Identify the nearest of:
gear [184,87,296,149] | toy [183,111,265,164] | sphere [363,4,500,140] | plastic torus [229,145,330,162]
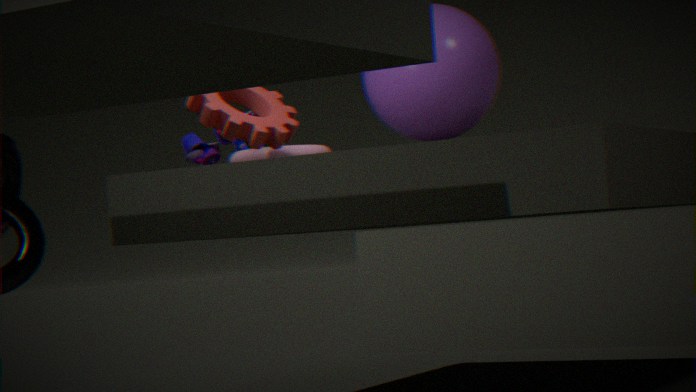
gear [184,87,296,149]
